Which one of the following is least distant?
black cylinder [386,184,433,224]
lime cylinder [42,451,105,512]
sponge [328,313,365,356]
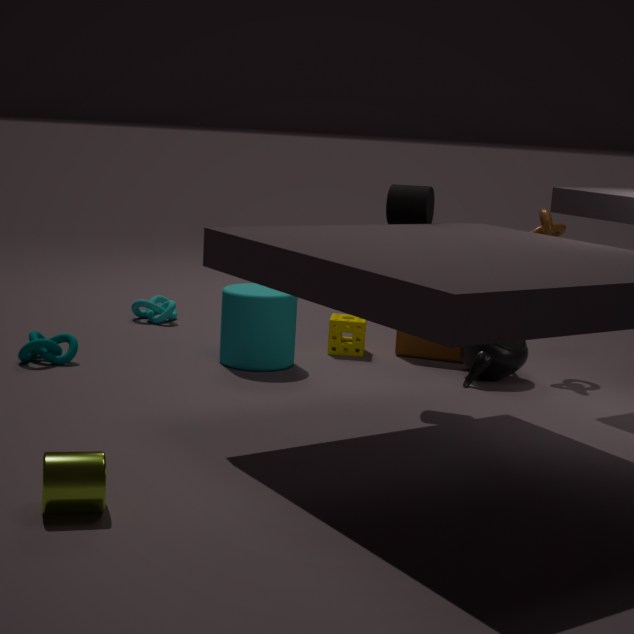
lime cylinder [42,451,105,512]
